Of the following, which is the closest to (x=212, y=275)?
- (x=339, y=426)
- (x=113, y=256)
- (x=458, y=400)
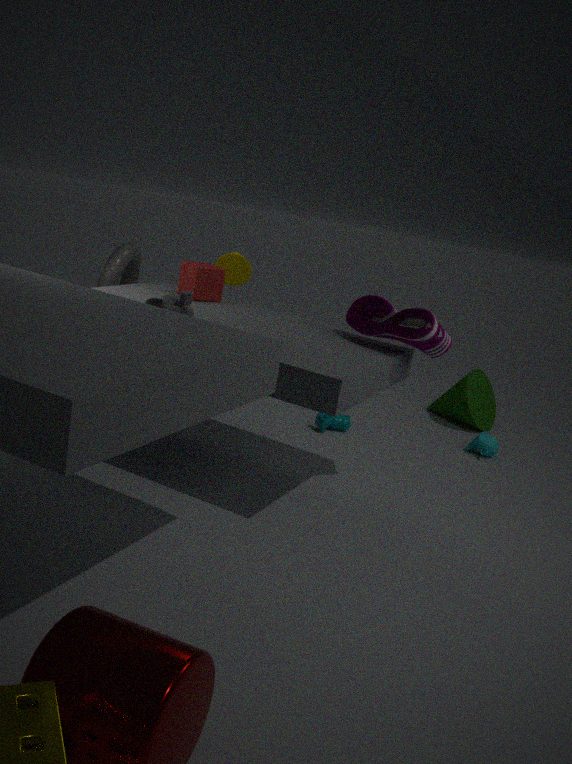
(x=113, y=256)
